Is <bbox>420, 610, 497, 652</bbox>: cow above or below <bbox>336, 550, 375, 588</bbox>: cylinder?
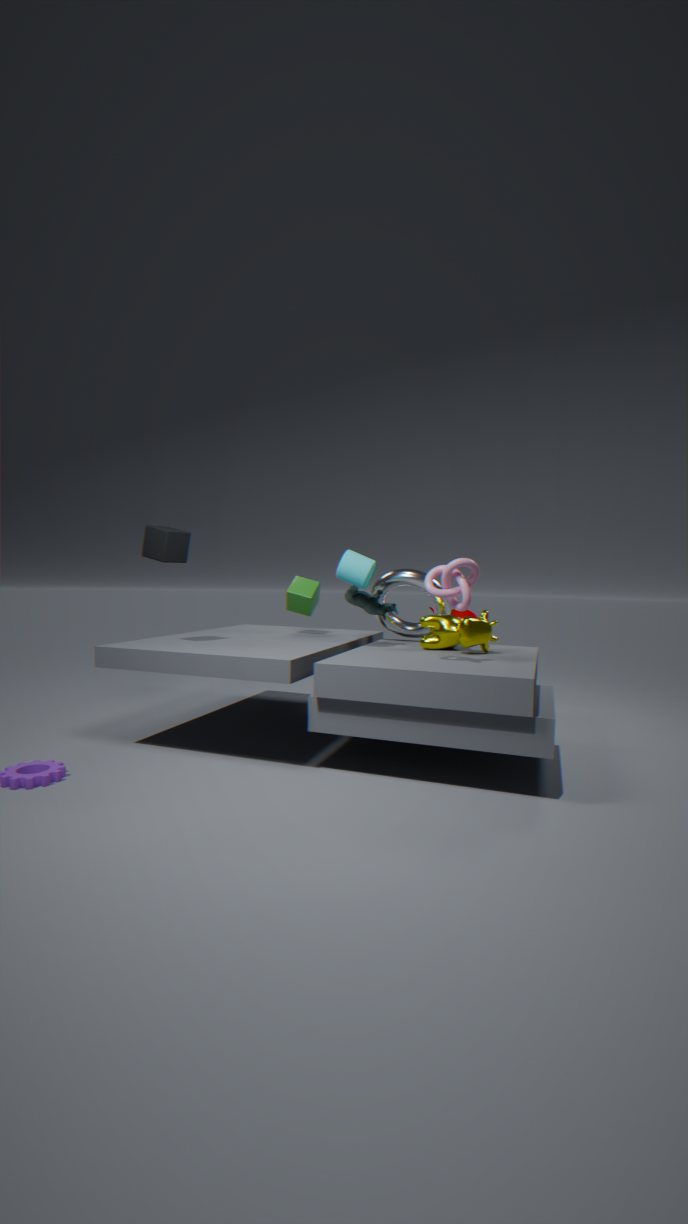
below
